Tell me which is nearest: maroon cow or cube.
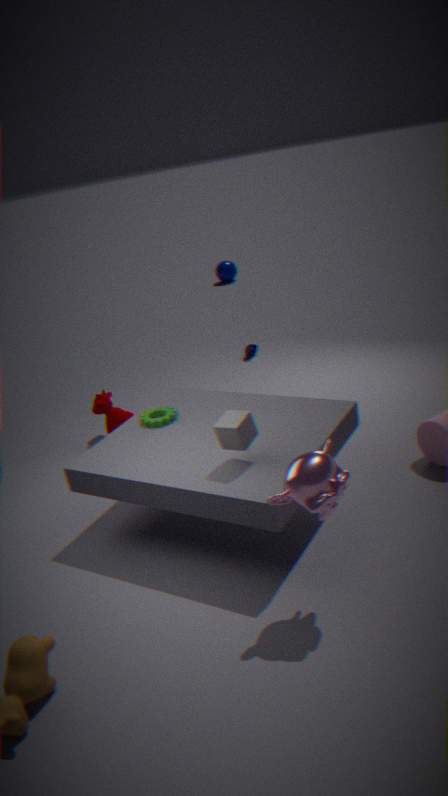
cube
